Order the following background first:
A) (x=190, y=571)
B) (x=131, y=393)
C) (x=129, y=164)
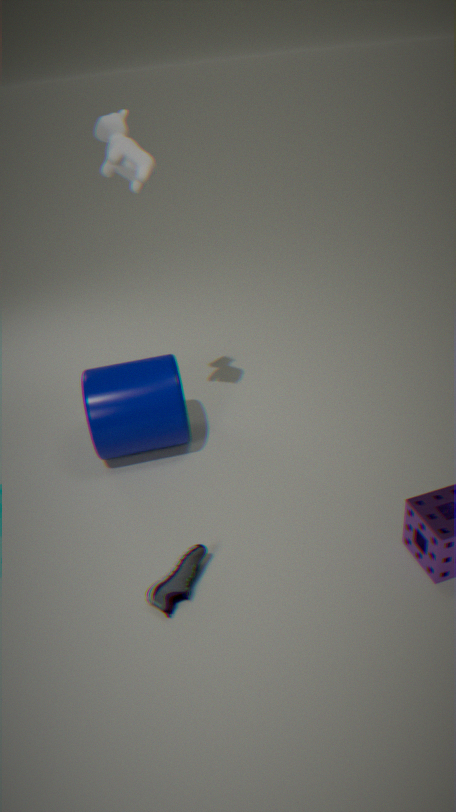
(x=131, y=393) → (x=129, y=164) → (x=190, y=571)
